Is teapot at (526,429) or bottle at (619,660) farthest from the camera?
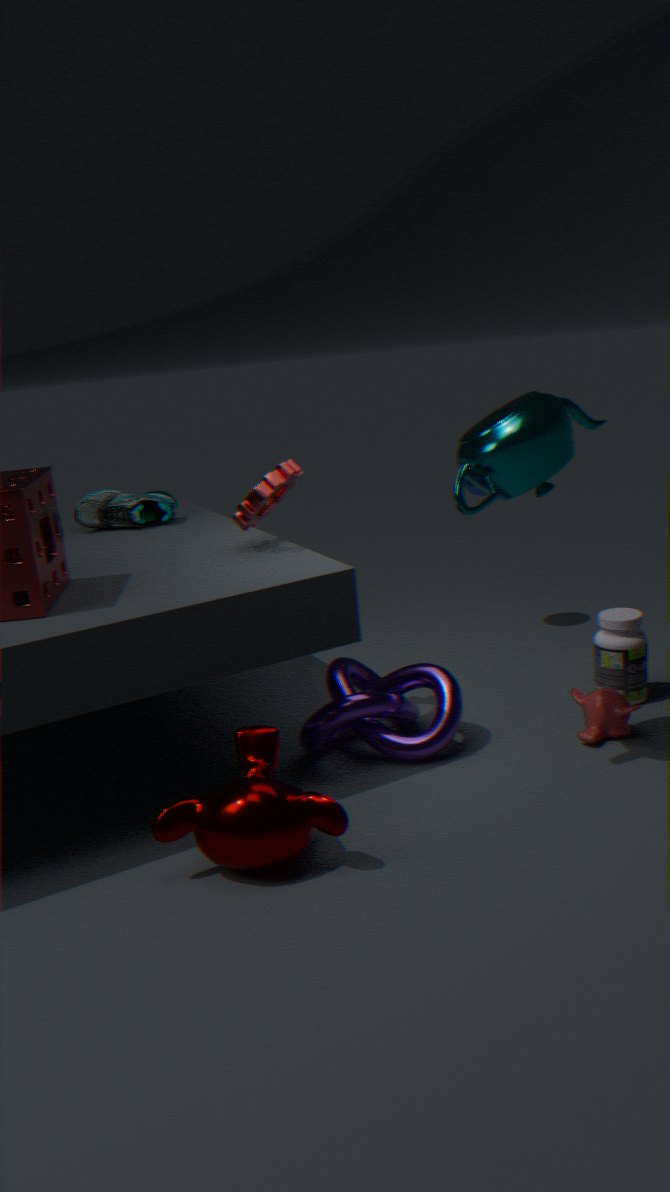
bottle at (619,660)
